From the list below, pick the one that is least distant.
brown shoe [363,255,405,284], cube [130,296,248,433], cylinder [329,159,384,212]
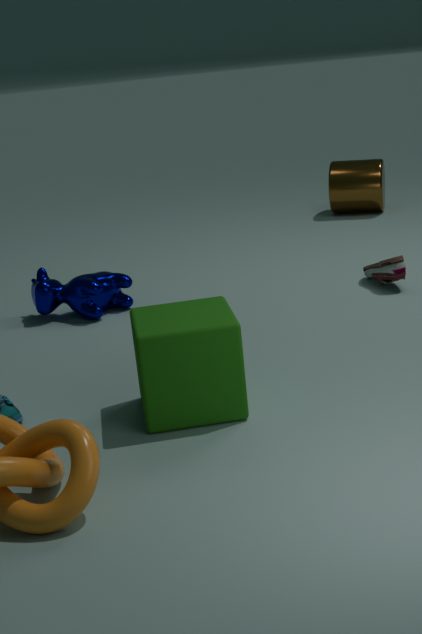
cube [130,296,248,433]
